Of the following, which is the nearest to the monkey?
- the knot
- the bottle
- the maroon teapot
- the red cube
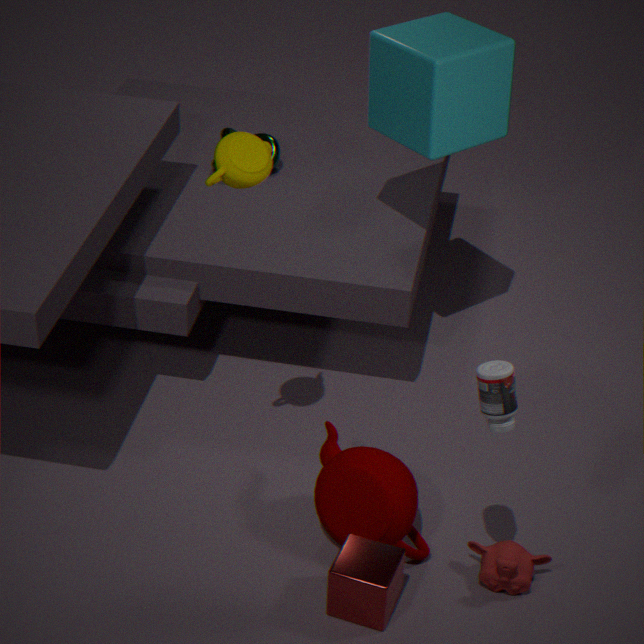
the maroon teapot
